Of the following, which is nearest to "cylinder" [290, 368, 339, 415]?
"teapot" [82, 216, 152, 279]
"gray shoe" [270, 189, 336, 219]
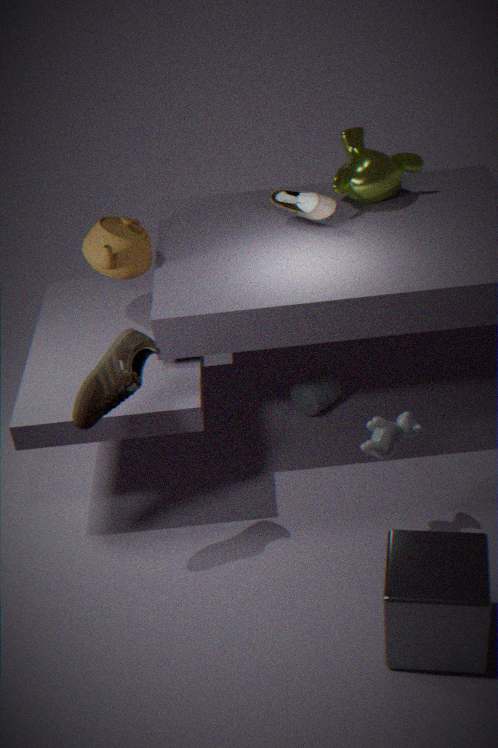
"gray shoe" [270, 189, 336, 219]
